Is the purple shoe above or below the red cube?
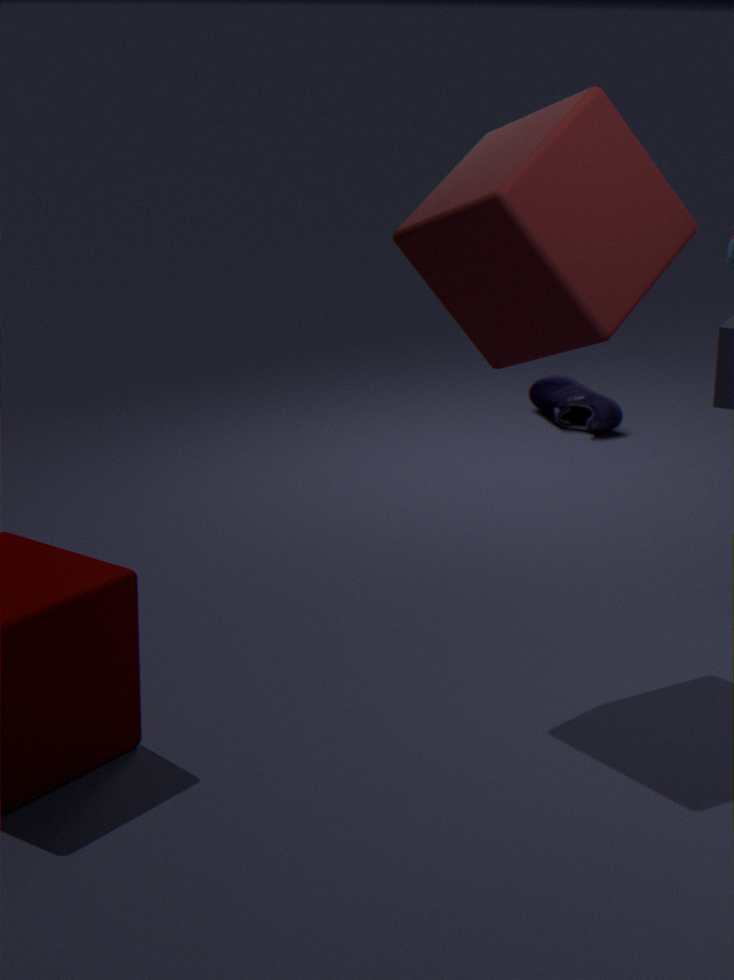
below
